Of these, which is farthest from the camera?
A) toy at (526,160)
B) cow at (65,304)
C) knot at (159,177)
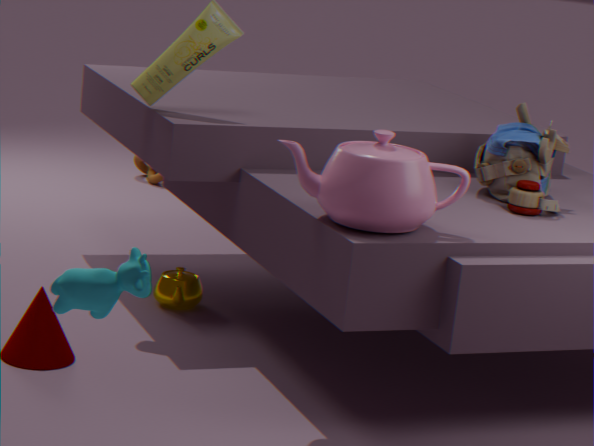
knot at (159,177)
